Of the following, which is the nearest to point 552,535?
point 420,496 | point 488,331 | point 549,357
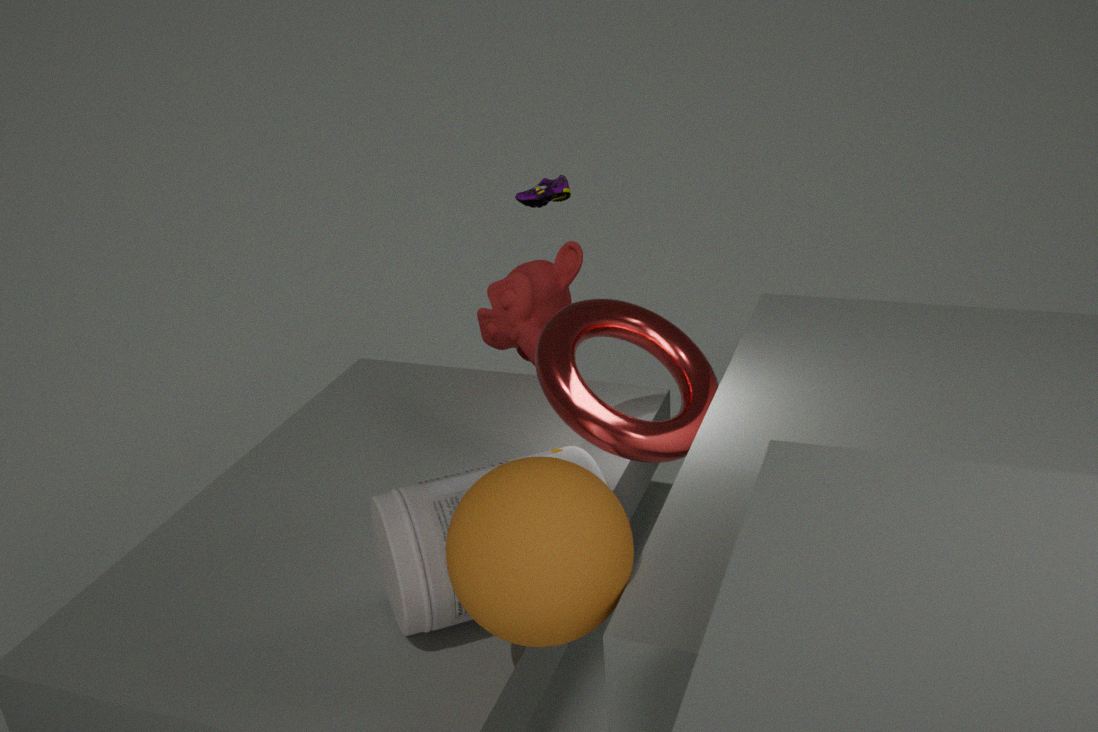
point 420,496
